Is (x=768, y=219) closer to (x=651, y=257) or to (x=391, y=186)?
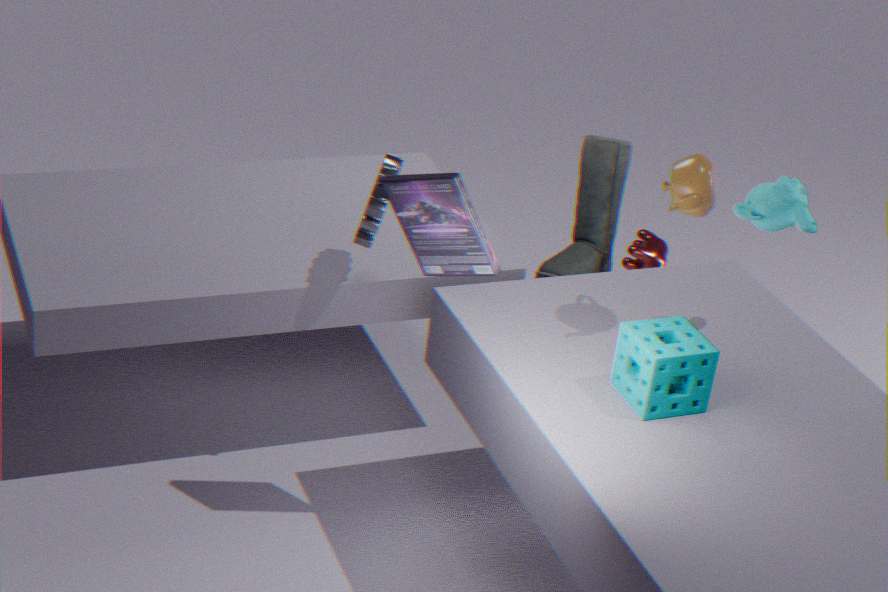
(x=391, y=186)
